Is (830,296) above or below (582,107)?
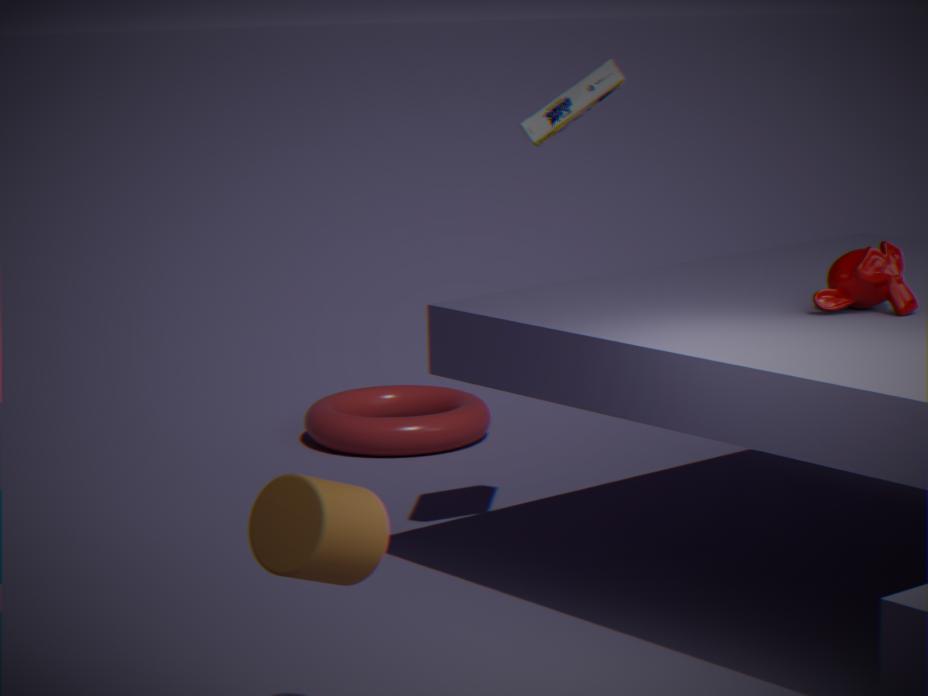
below
